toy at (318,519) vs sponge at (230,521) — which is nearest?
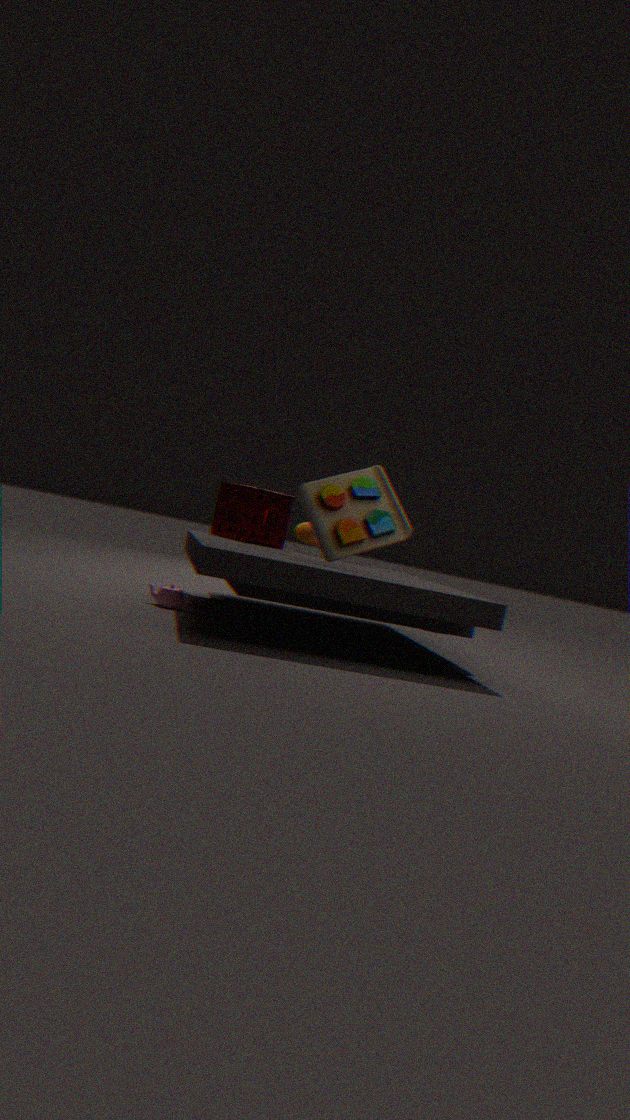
toy at (318,519)
